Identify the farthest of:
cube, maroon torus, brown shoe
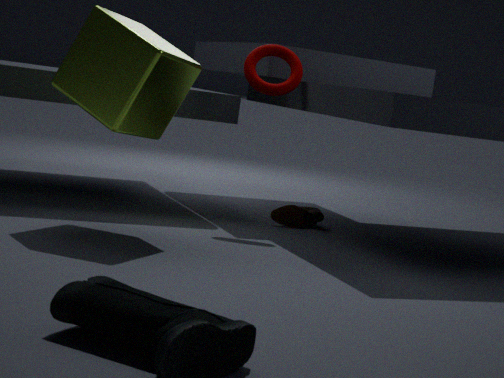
brown shoe
